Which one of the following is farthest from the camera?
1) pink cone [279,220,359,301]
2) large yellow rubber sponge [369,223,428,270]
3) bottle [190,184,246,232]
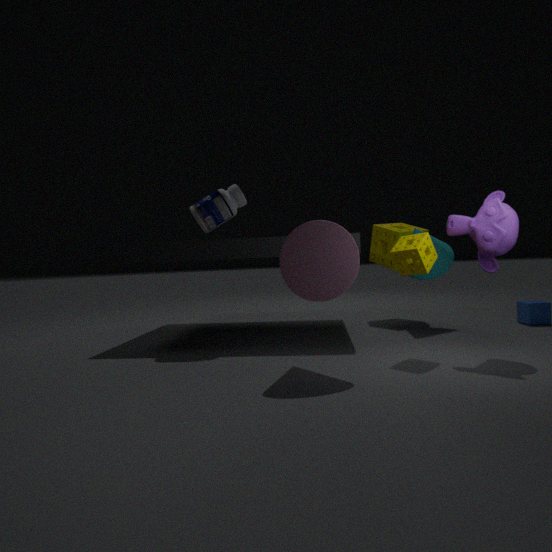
2. large yellow rubber sponge [369,223,428,270]
